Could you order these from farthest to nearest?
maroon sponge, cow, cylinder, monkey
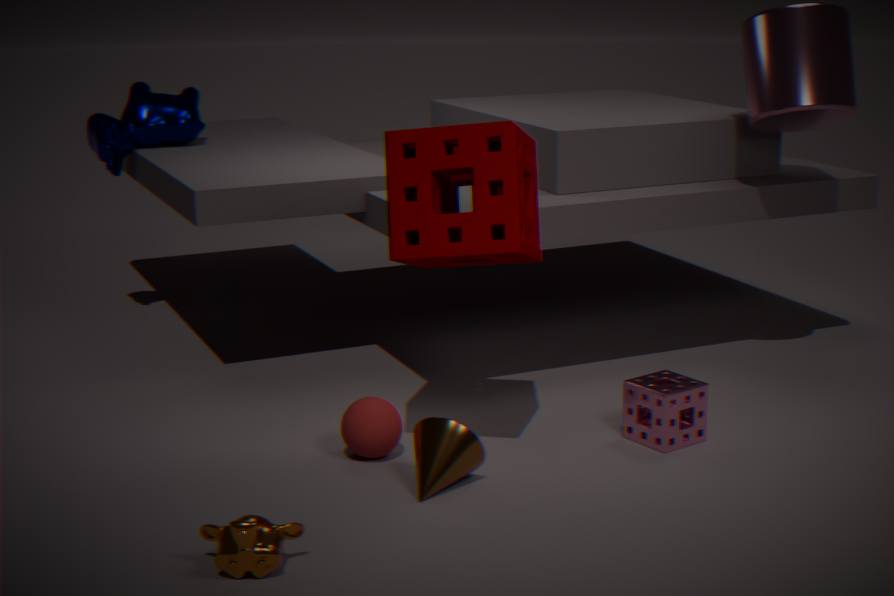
cow
cylinder
maroon sponge
monkey
